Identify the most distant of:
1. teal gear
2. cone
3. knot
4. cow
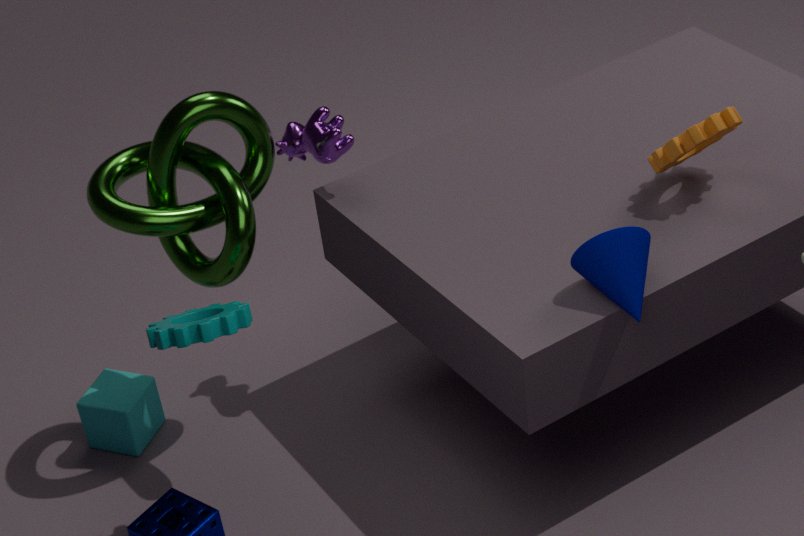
cow
